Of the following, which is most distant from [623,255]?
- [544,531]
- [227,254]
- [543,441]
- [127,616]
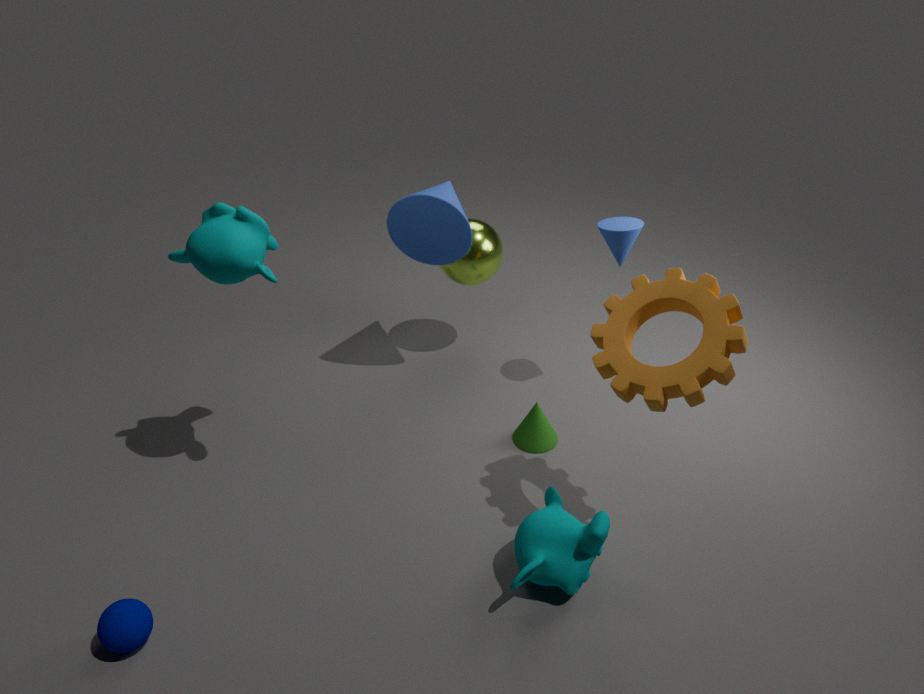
[127,616]
